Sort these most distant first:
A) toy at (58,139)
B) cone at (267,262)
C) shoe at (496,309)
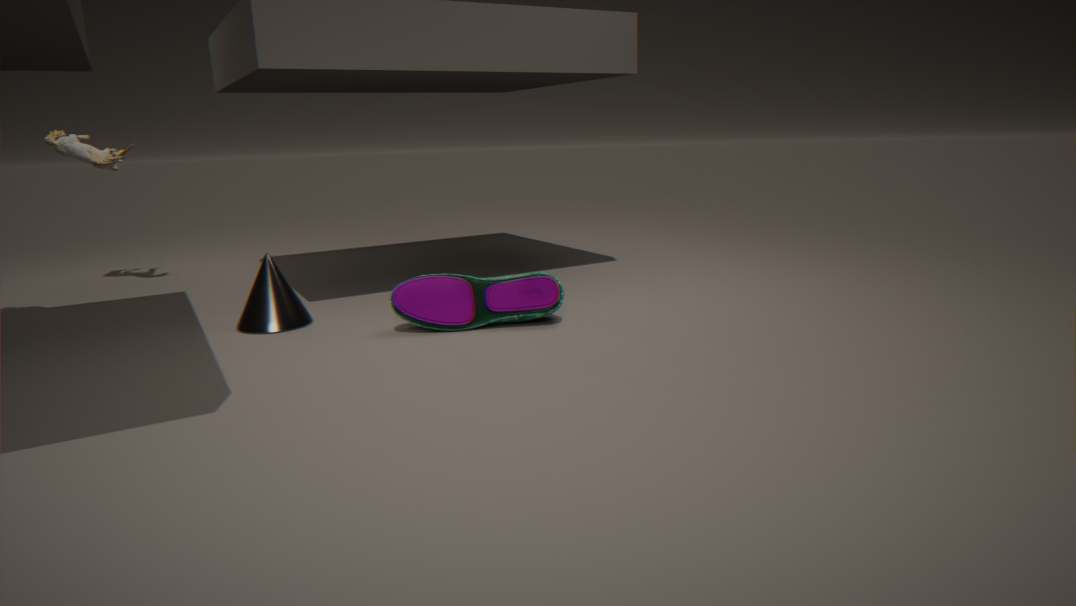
toy at (58,139) → cone at (267,262) → shoe at (496,309)
